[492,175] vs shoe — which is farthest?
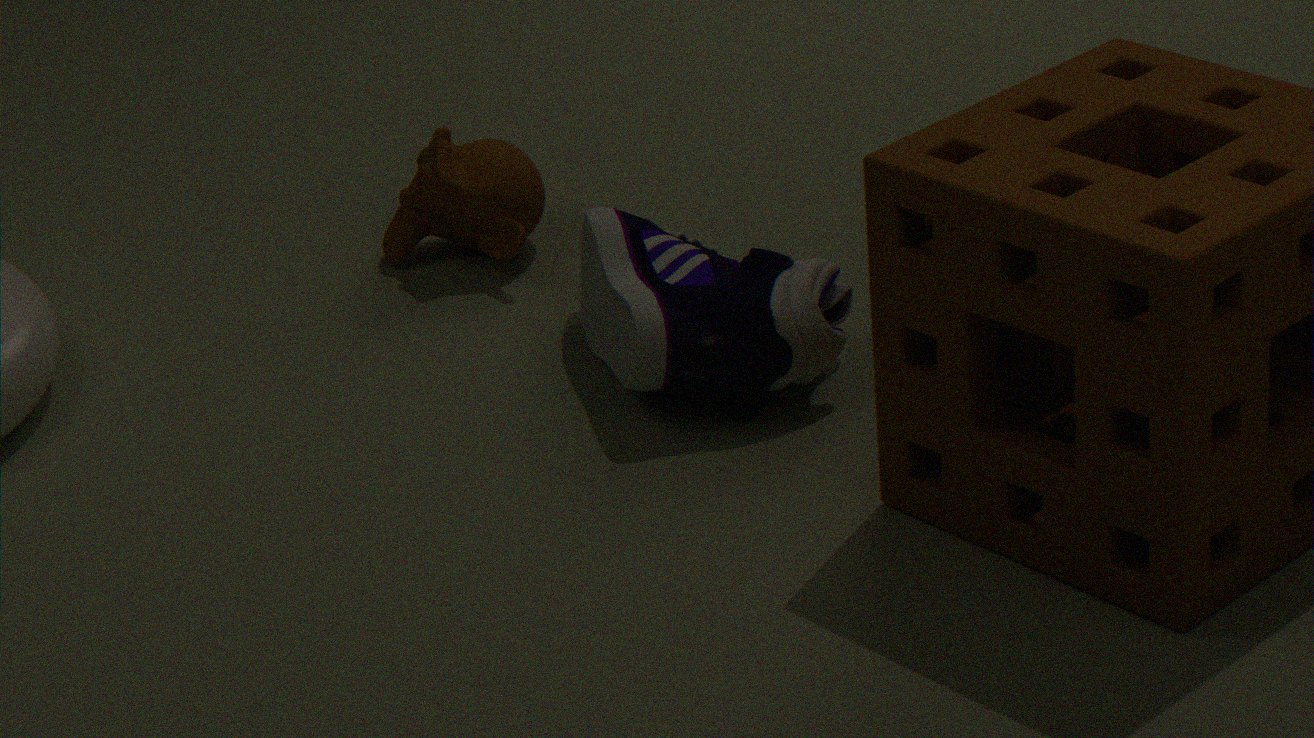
[492,175]
